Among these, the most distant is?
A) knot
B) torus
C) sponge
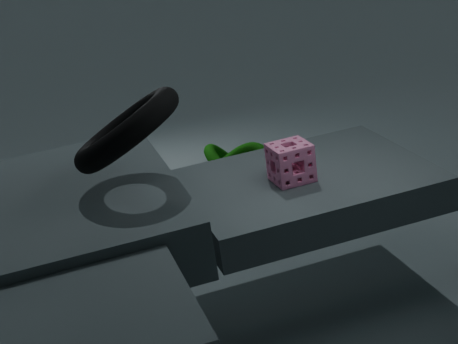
knot
